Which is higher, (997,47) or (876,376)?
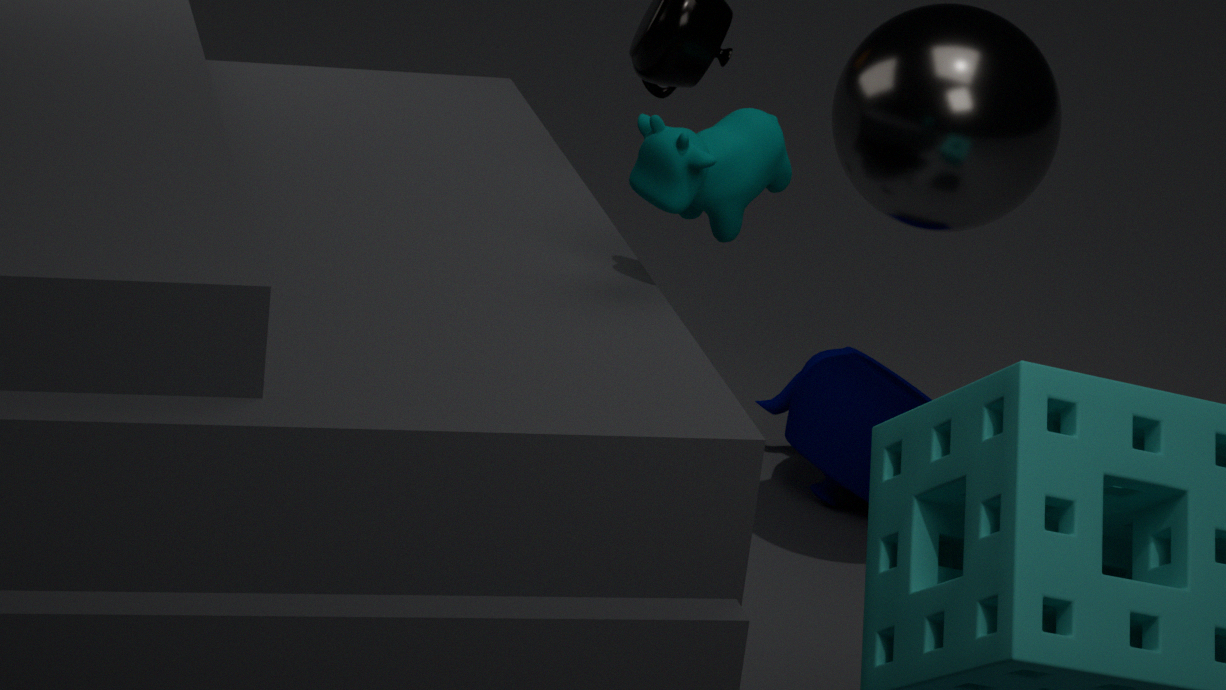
(997,47)
